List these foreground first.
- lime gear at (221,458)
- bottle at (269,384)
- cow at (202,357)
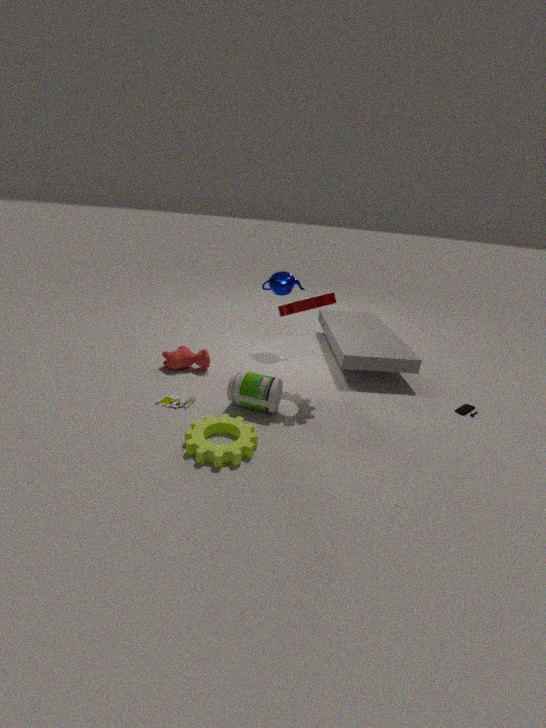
lime gear at (221,458)
bottle at (269,384)
cow at (202,357)
